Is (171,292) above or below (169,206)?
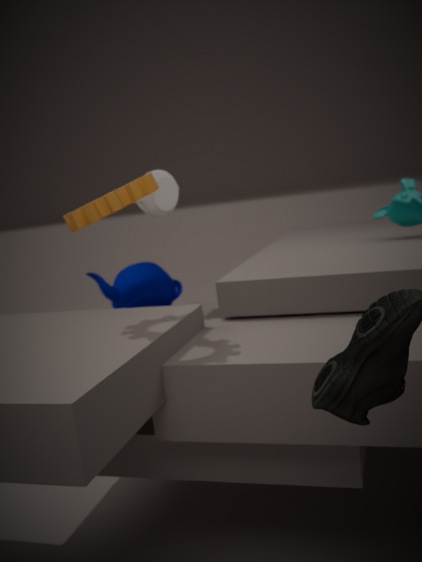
below
